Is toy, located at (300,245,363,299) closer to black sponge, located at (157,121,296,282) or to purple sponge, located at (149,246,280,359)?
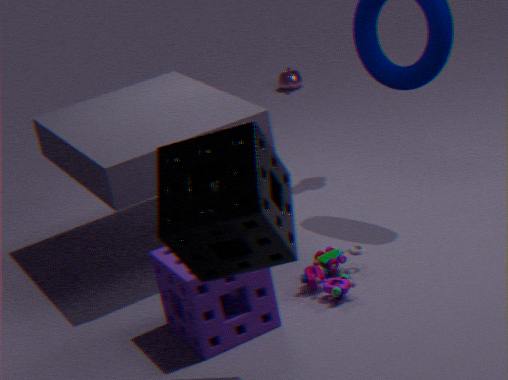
purple sponge, located at (149,246,280,359)
